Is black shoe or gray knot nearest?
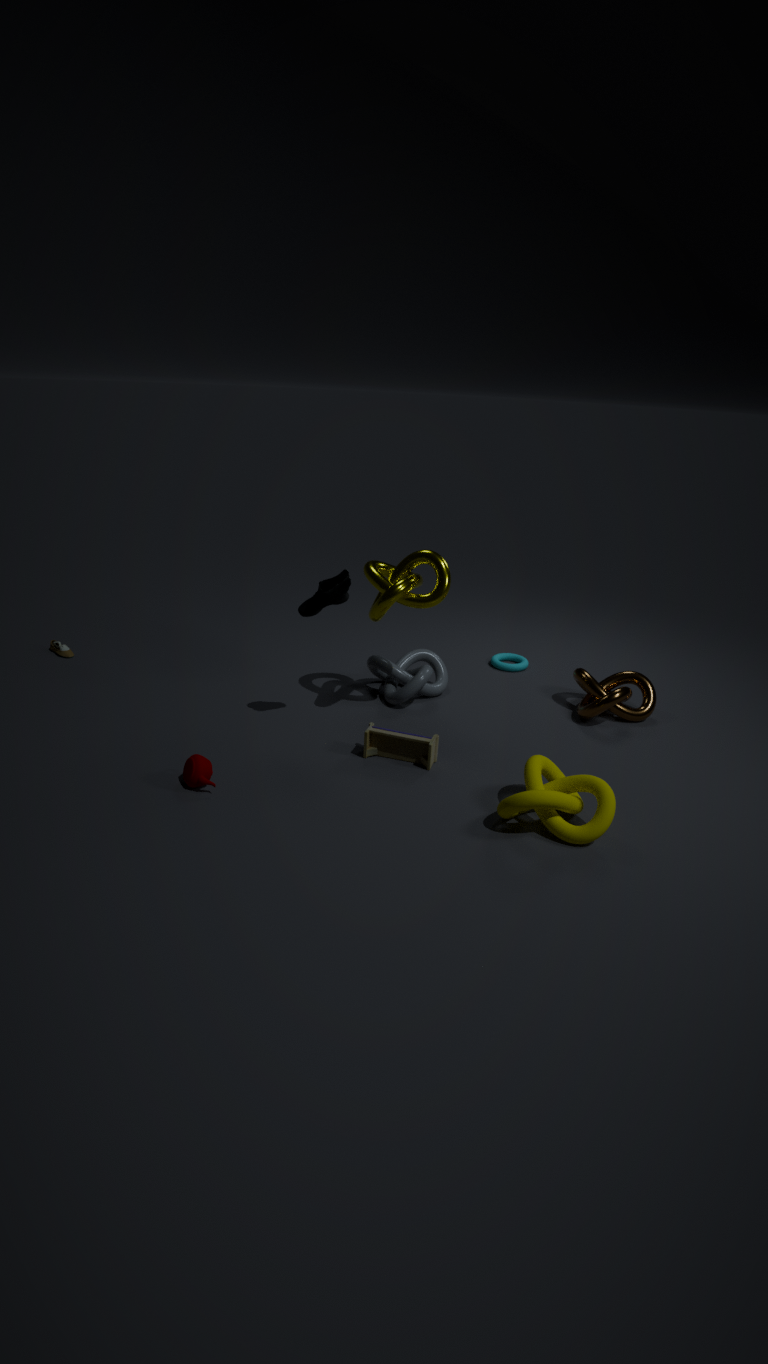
black shoe
